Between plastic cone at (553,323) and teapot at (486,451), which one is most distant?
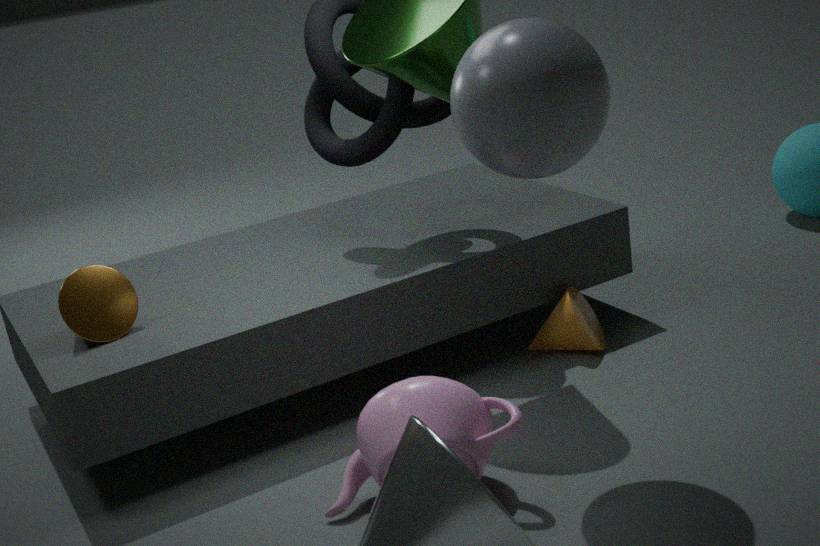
plastic cone at (553,323)
